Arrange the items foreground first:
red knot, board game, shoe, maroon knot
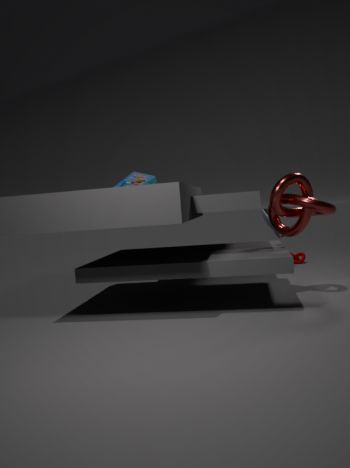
red knot, shoe, board game, maroon knot
